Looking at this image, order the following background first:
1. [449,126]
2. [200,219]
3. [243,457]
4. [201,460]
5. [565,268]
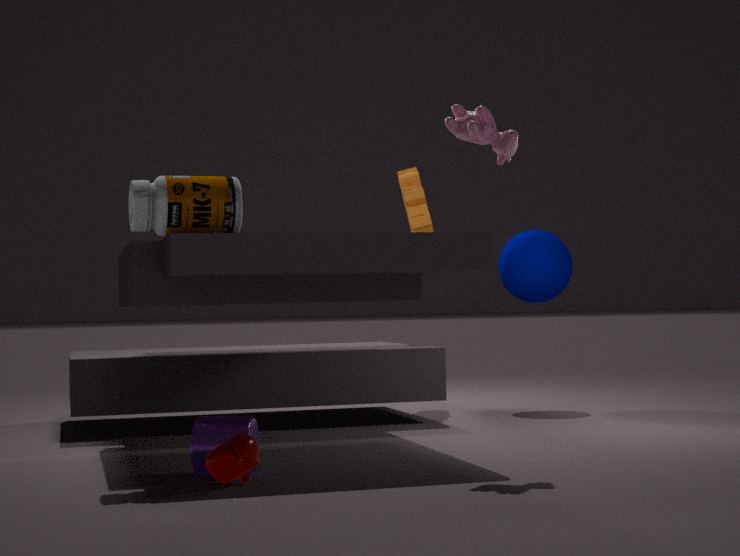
[565,268] → [449,126] → [200,219] → [201,460] → [243,457]
